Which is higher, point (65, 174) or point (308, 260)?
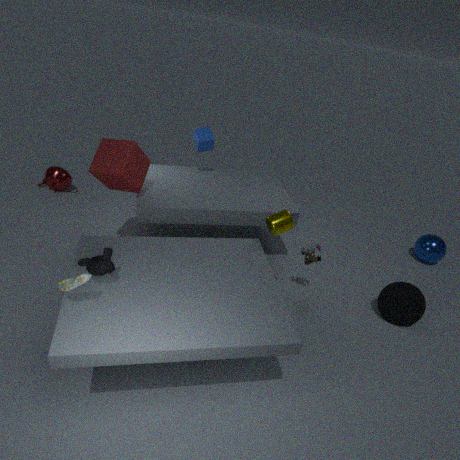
point (308, 260)
